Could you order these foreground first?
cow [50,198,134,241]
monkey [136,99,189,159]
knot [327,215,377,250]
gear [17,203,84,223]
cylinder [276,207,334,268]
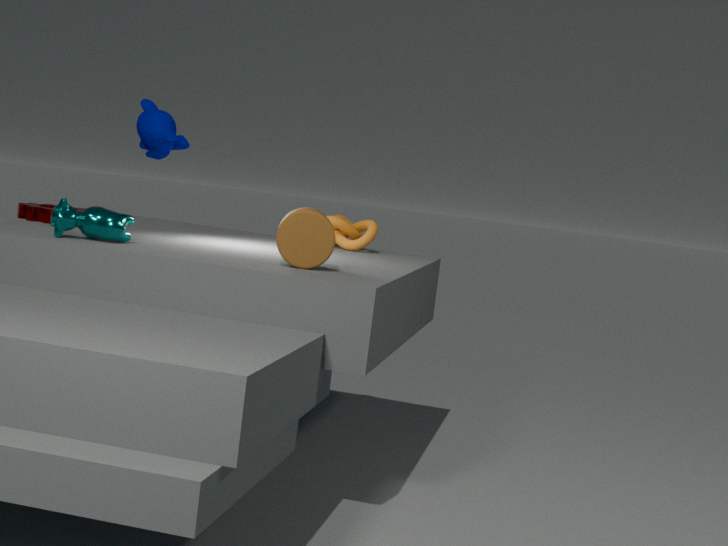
cylinder [276,207,334,268] < cow [50,198,134,241] < monkey [136,99,189,159] < gear [17,203,84,223] < knot [327,215,377,250]
